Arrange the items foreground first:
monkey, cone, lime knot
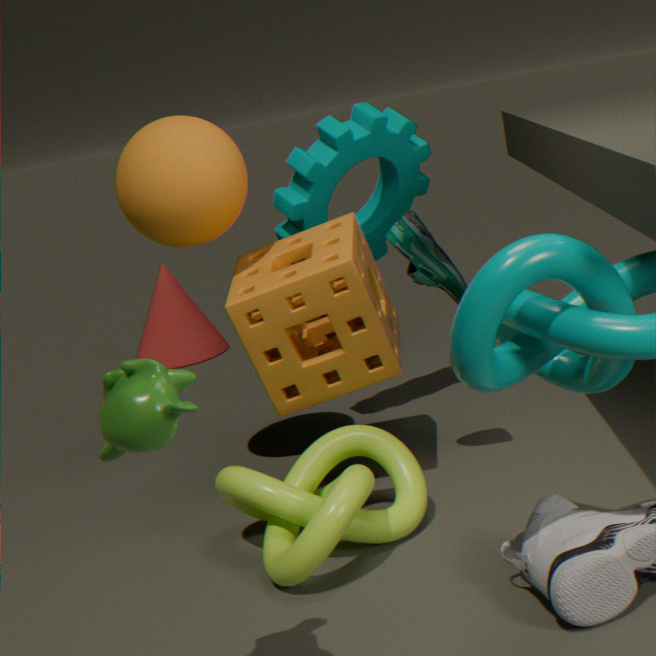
monkey, lime knot, cone
